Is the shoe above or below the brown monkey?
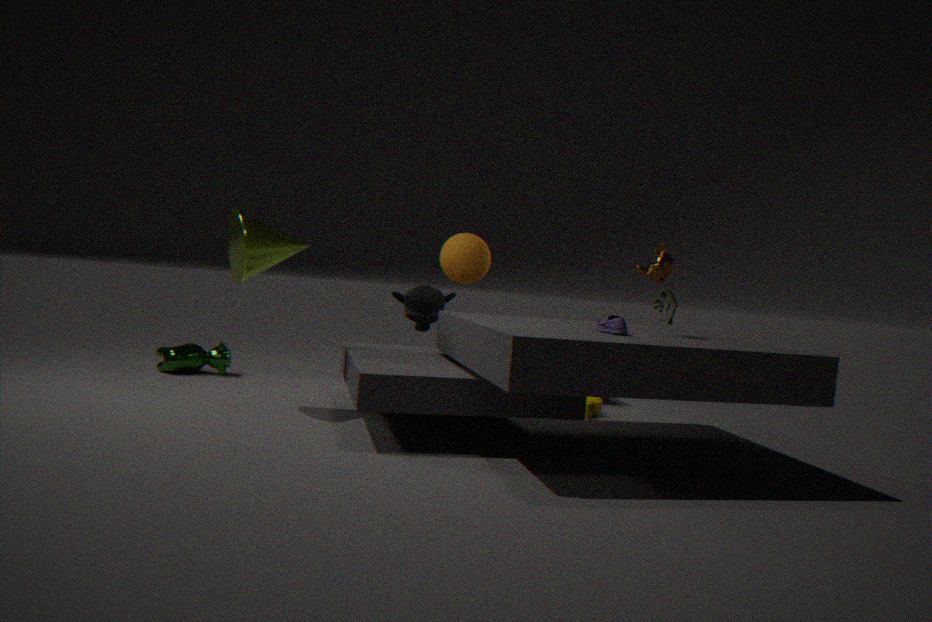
below
